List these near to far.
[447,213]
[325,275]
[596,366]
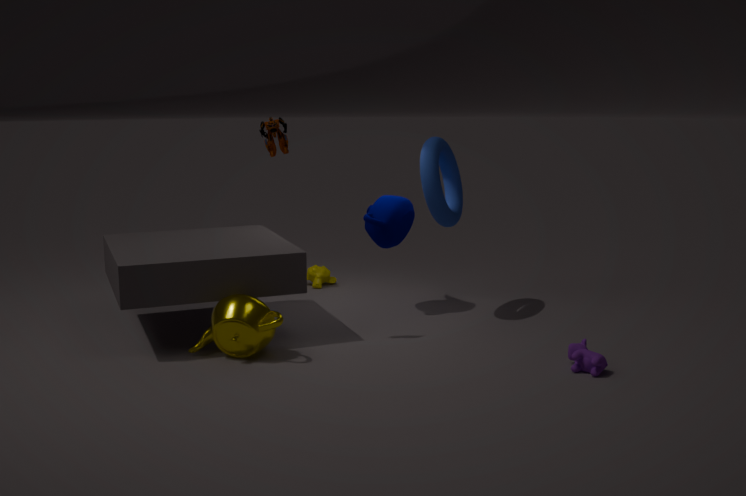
1. [596,366]
2. [447,213]
3. [325,275]
